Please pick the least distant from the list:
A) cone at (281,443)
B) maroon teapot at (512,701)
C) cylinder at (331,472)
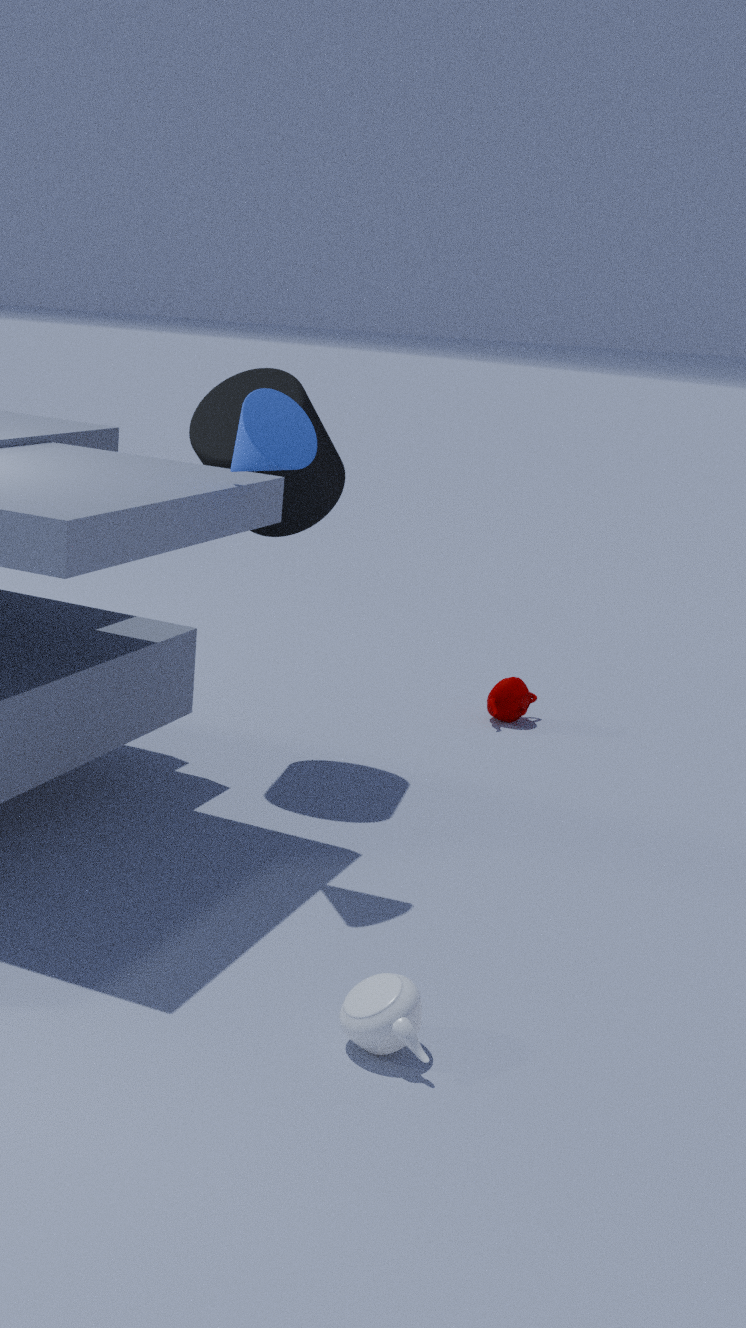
cone at (281,443)
